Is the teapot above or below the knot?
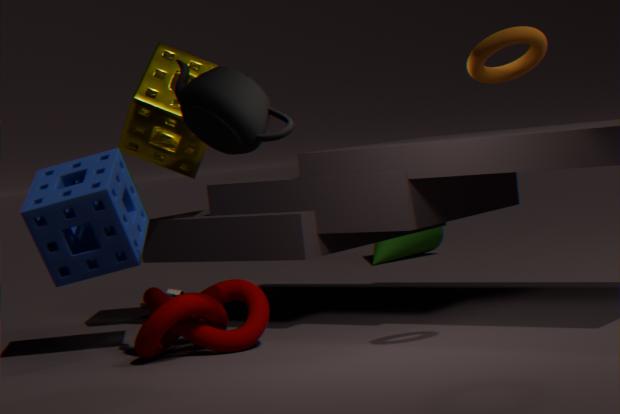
above
